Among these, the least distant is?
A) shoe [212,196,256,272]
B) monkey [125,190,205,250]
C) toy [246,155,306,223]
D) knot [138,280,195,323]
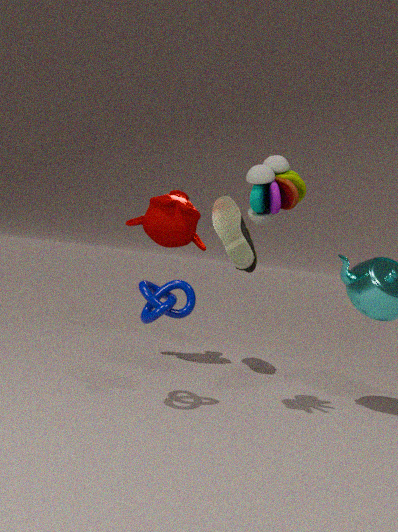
toy [246,155,306,223]
